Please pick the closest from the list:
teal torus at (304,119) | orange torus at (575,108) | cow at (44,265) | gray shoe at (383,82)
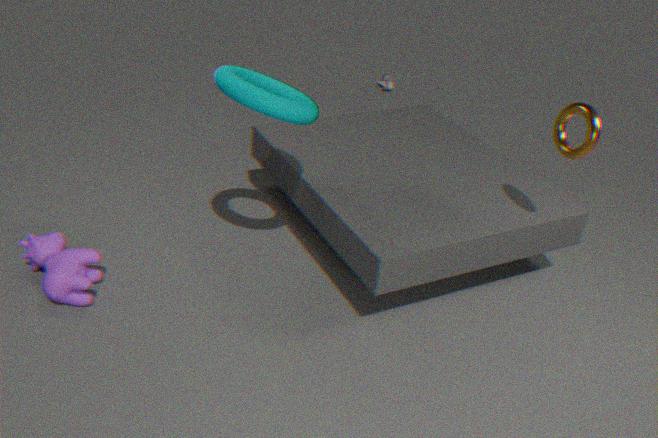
teal torus at (304,119)
